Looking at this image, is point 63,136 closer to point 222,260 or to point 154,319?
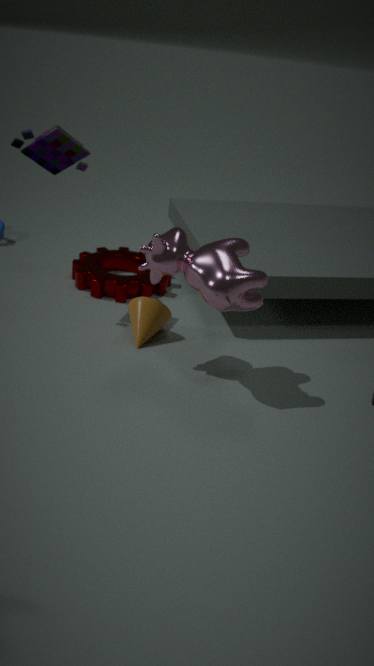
point 154,319
